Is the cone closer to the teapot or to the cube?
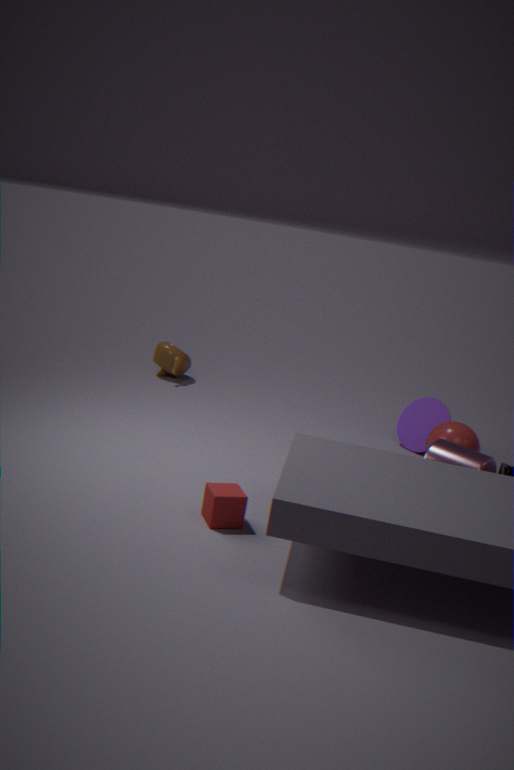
the teapot
